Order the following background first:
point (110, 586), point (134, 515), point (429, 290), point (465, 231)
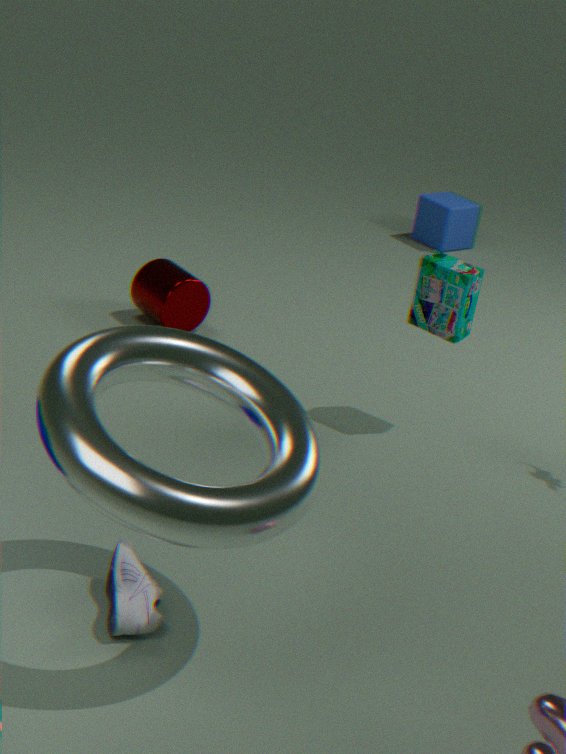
1. point (465, 231)
2. point (429, 290)
3. point (110, 586)
4. point (134, 515)
